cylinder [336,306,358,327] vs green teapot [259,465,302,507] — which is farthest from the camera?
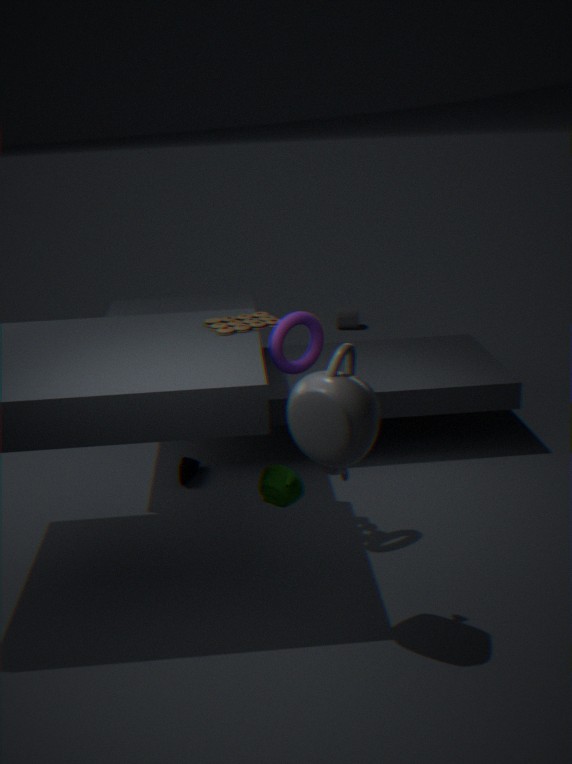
cylinder [336,306,358,327]
